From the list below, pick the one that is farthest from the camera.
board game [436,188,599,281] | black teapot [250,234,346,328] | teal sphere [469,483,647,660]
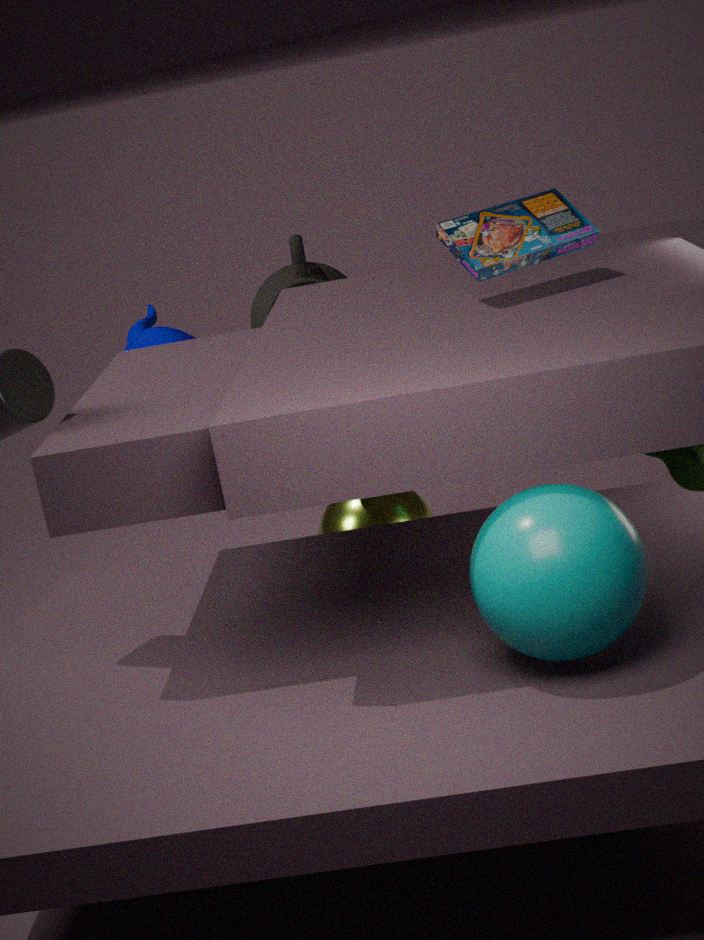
black teapot [250,234,346,328]
